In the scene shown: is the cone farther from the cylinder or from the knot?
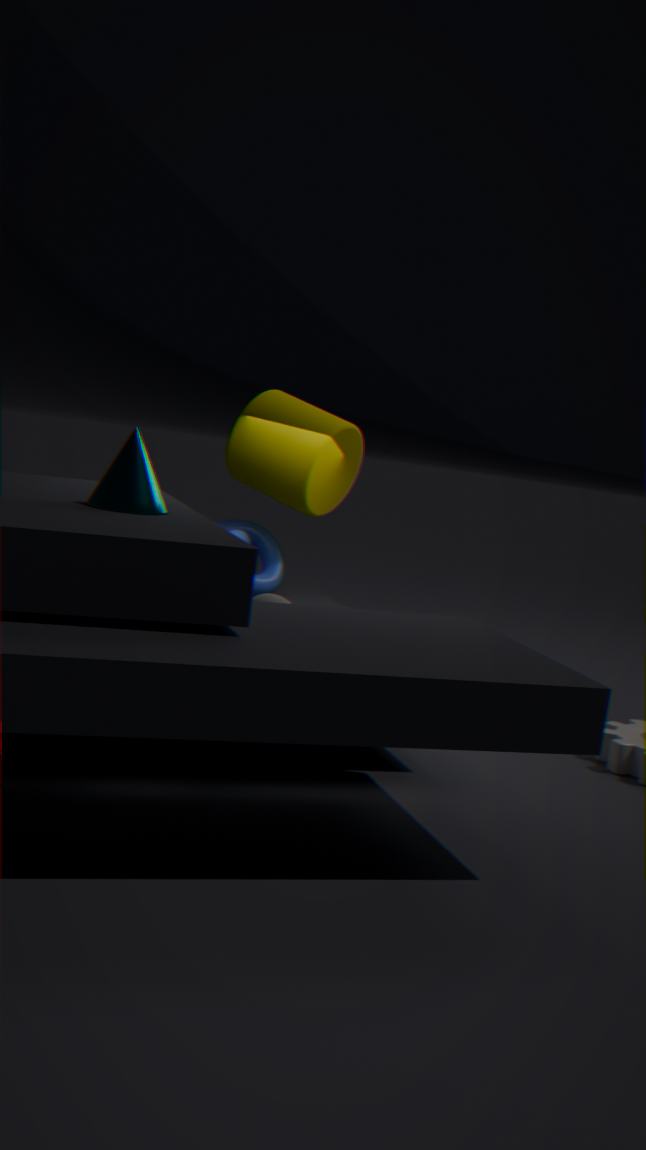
the cylinder
